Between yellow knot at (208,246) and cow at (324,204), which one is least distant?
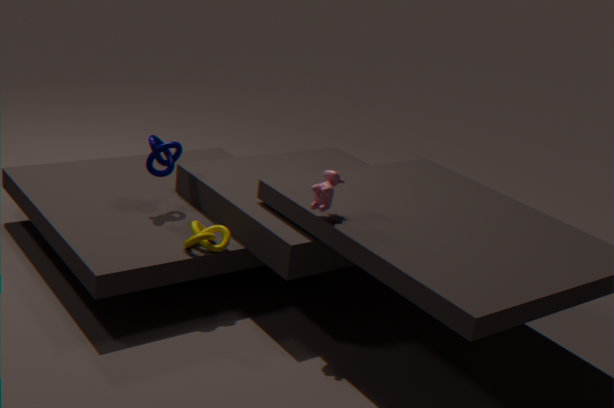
cow at (324,204)
